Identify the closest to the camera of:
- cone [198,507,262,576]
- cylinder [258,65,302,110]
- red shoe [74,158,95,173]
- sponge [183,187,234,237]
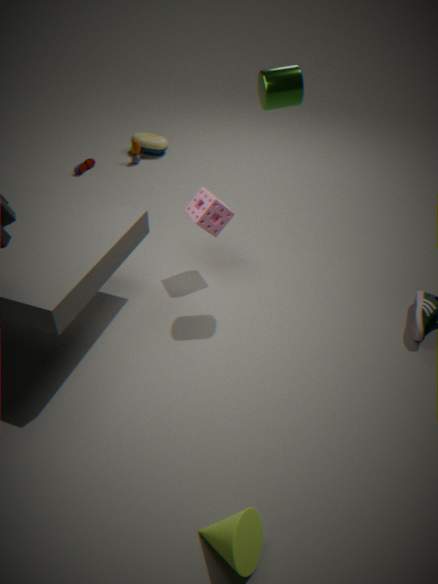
cone [198,507,262,576]
